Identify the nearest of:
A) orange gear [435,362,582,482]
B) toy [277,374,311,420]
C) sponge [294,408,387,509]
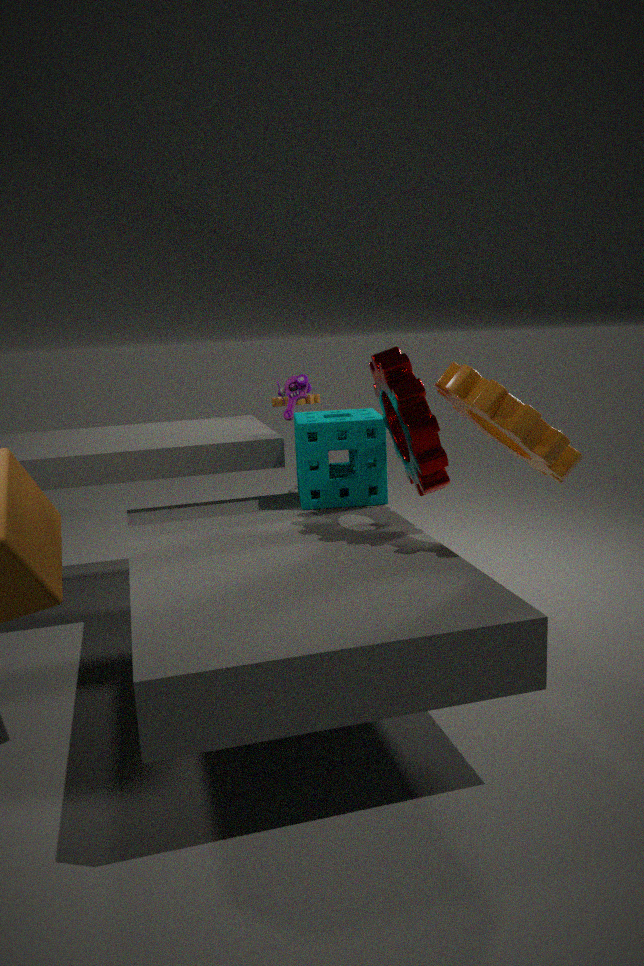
orange gear [435,362,582,482]
